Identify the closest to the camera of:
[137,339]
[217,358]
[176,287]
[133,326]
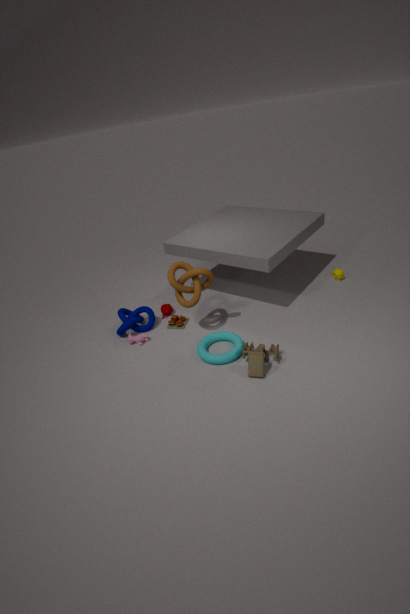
[217,358]
